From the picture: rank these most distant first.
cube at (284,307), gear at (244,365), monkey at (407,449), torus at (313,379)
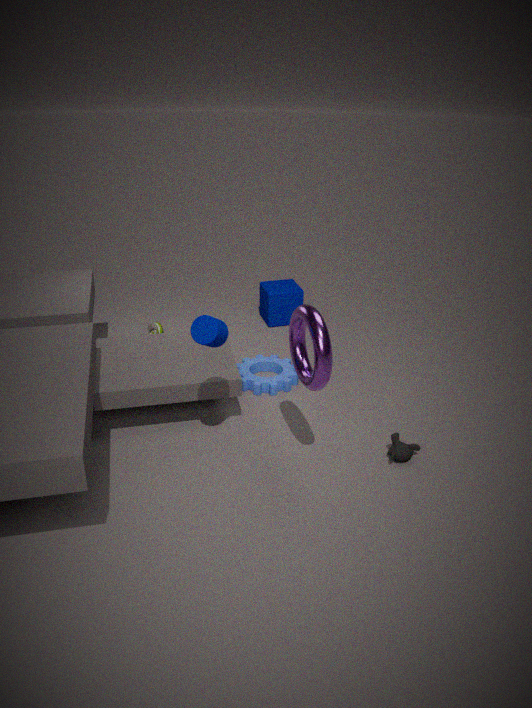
1. cube at (284,307)
2. gear at (244,365)
3. monkey at (407,449)
4. torus at (313,379)
